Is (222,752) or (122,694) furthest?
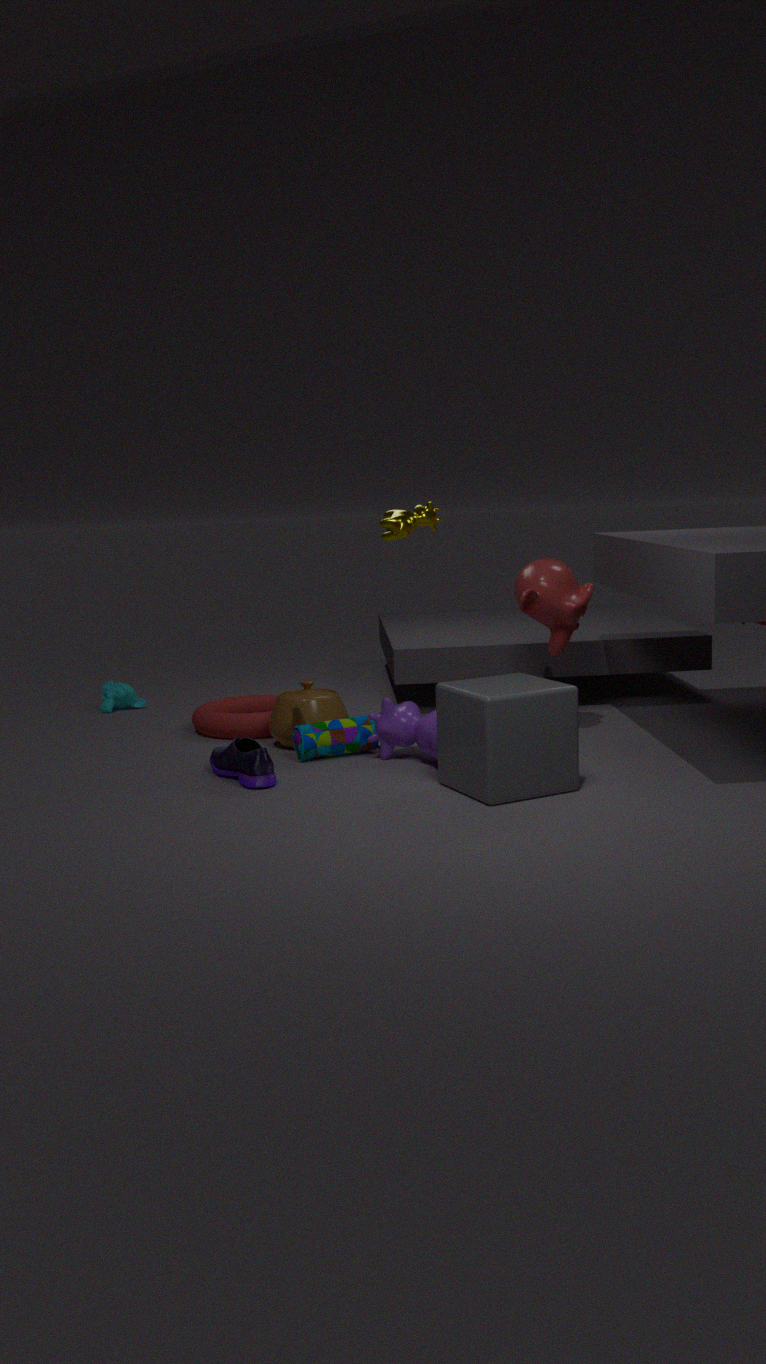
(122,694)
